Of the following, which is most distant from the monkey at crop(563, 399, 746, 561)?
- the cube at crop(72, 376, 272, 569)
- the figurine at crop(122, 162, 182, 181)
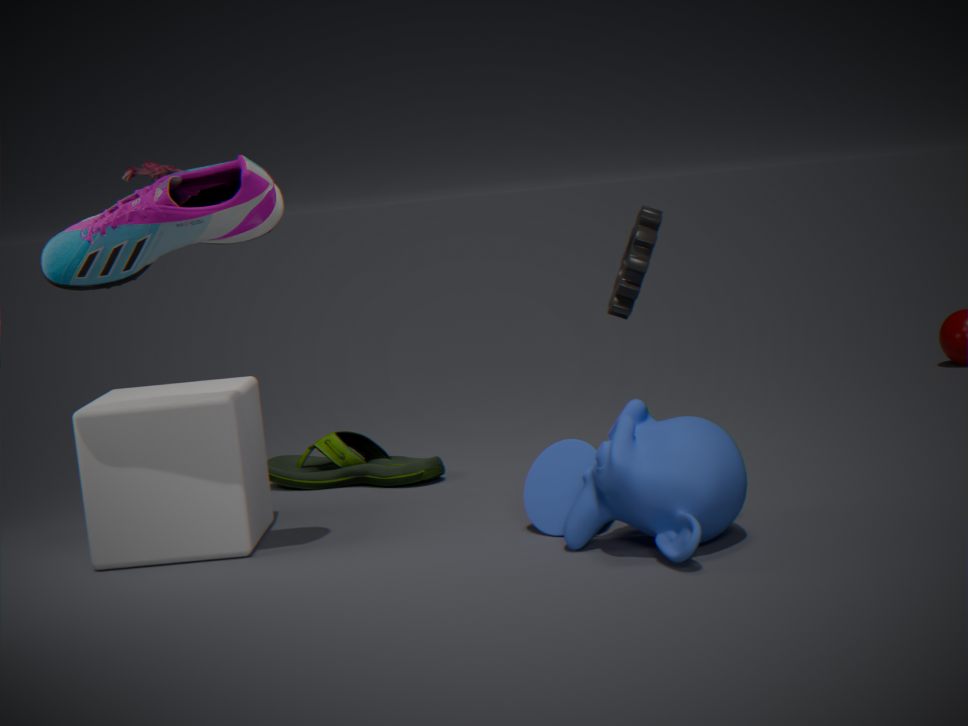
the figurine at crop(122, 162, 182, 181)
